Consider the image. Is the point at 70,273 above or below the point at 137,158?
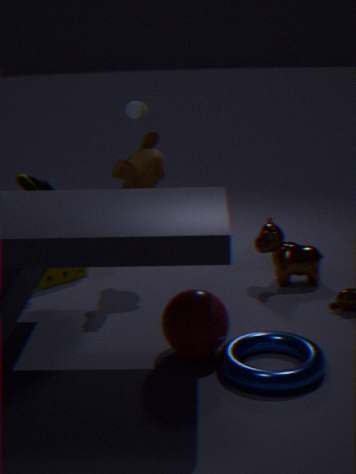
below
